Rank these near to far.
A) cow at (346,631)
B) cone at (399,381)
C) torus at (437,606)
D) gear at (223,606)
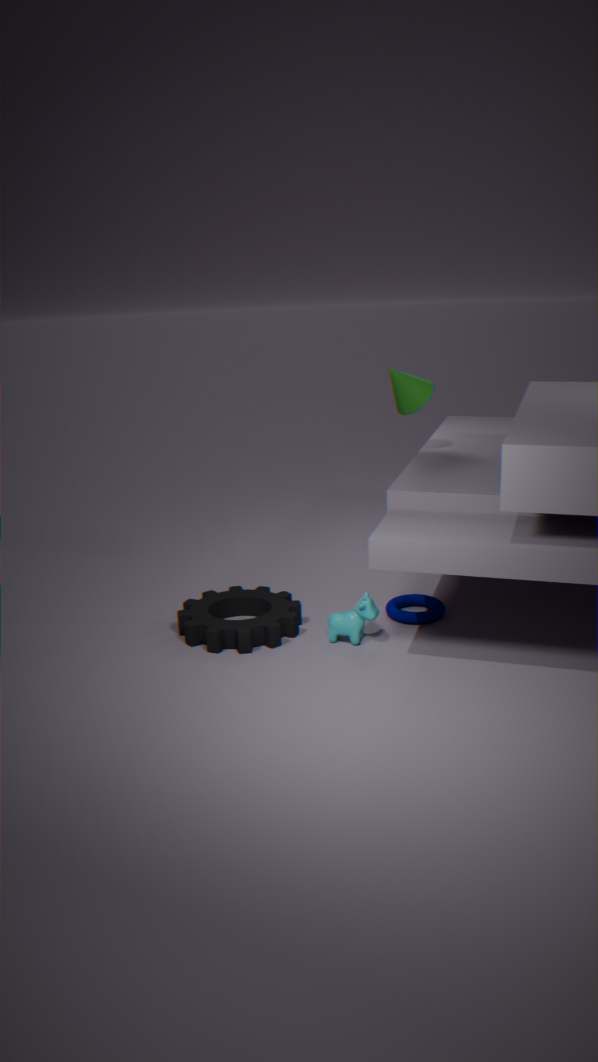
cow at (346,631) < gear at (223,606) < torus at (437,606) < cone at (399,381)
